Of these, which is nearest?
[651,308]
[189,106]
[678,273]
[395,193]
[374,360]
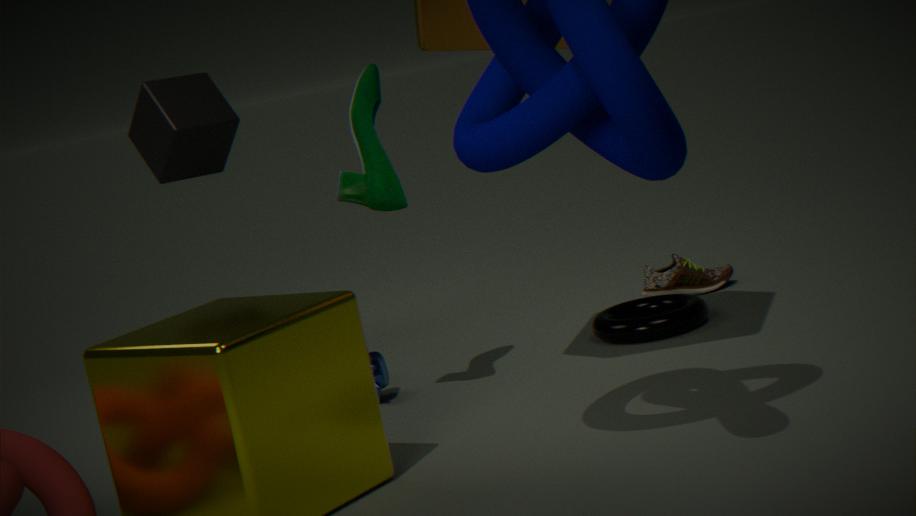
[395,193]
